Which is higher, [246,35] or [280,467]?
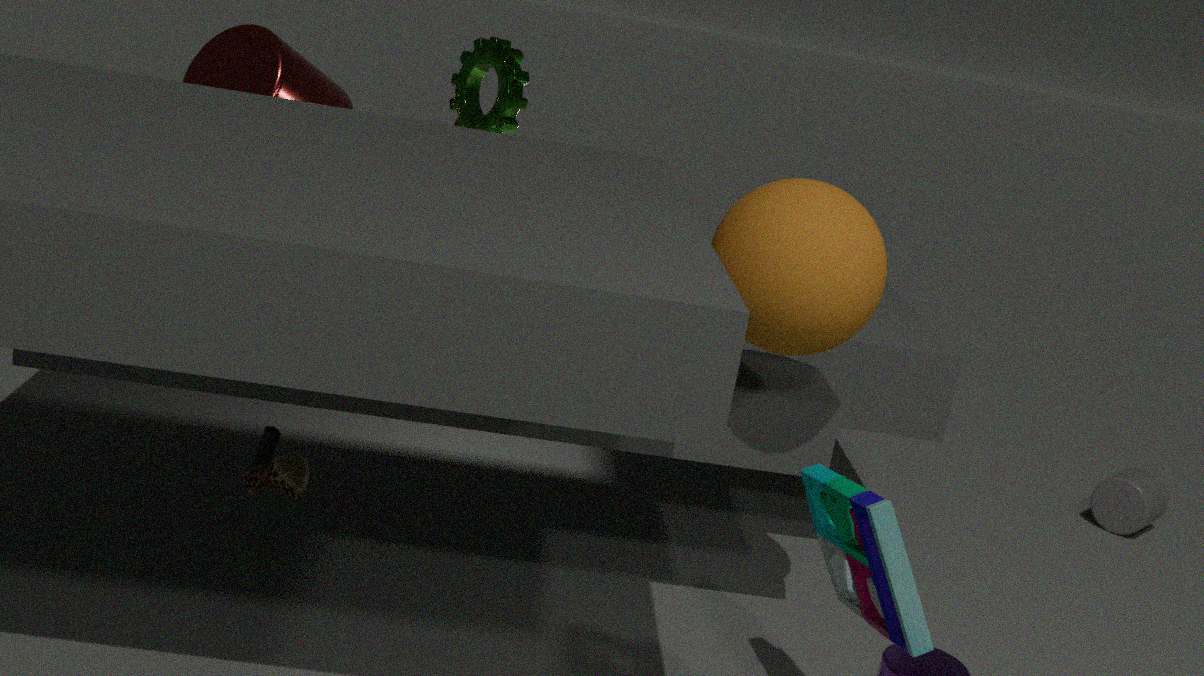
[246,35]
